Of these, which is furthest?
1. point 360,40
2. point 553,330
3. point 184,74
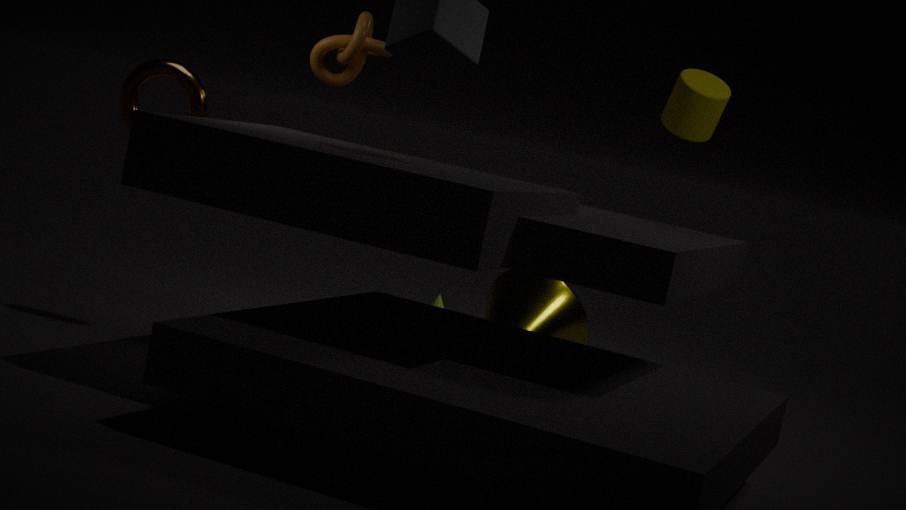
point 553,330
